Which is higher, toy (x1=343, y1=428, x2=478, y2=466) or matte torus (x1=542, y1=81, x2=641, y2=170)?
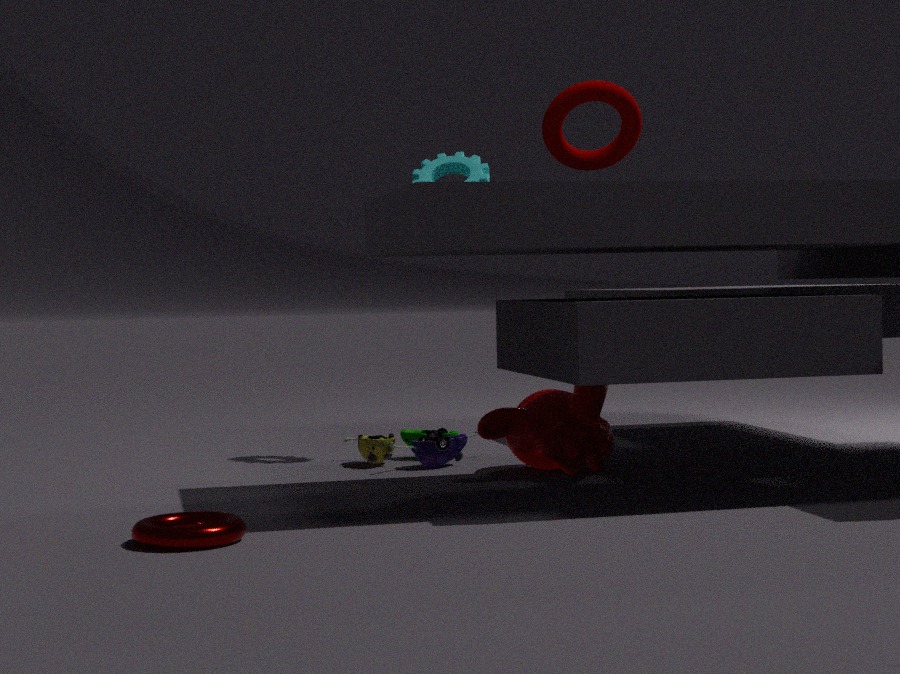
matte torus (x1=542, y1=81, x2=641, y2=170)
